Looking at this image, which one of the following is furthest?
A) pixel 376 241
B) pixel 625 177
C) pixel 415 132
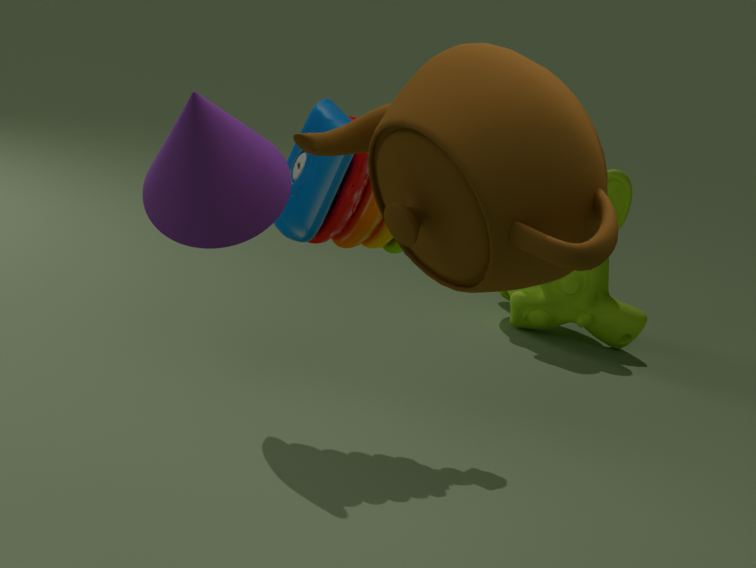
pixel 625 177
